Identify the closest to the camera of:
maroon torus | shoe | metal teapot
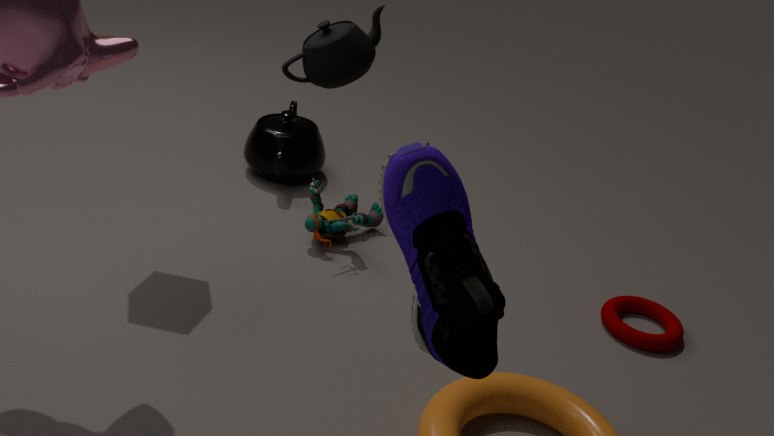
shoe
